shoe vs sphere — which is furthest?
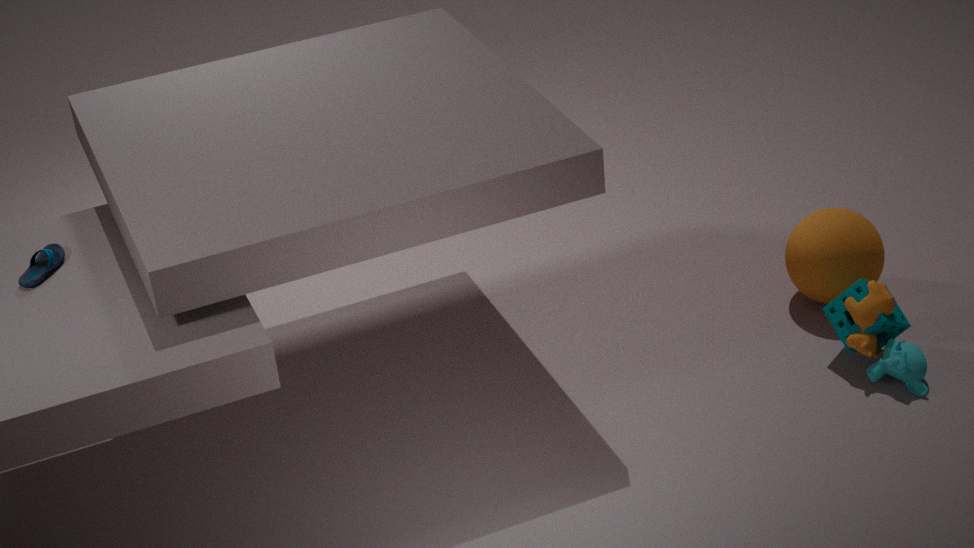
sphere
